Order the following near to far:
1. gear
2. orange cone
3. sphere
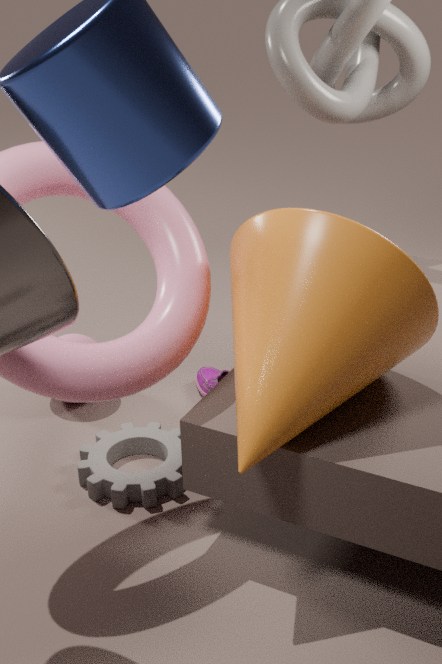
orange cone
gear
sphere
